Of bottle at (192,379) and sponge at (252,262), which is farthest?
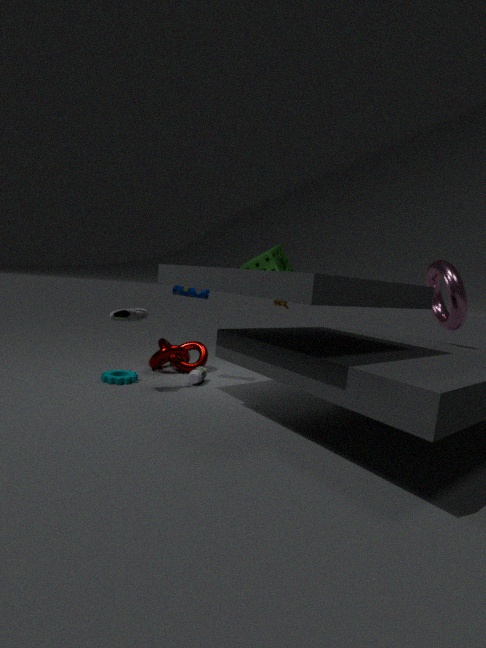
sponge at (252,262)
